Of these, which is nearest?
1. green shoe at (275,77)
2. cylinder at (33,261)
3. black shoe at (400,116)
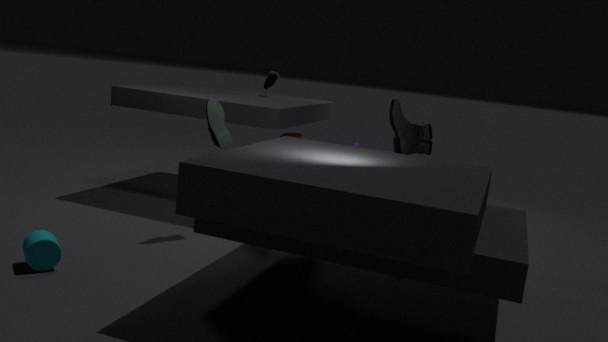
cylinder at (33,261)
